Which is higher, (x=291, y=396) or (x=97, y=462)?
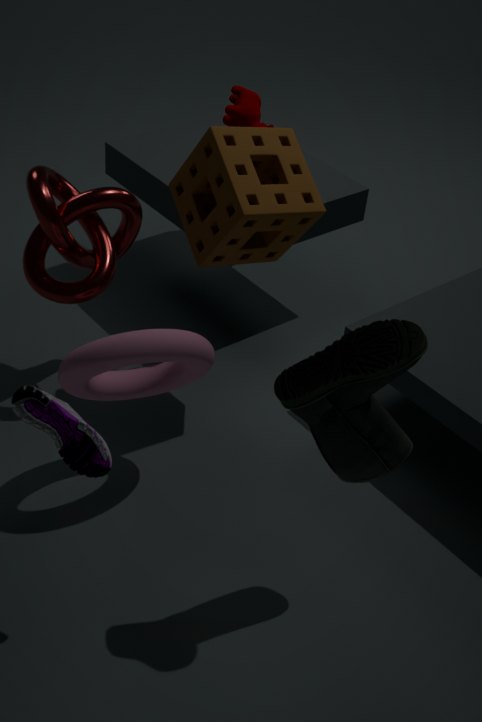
(x=291, y=396)
